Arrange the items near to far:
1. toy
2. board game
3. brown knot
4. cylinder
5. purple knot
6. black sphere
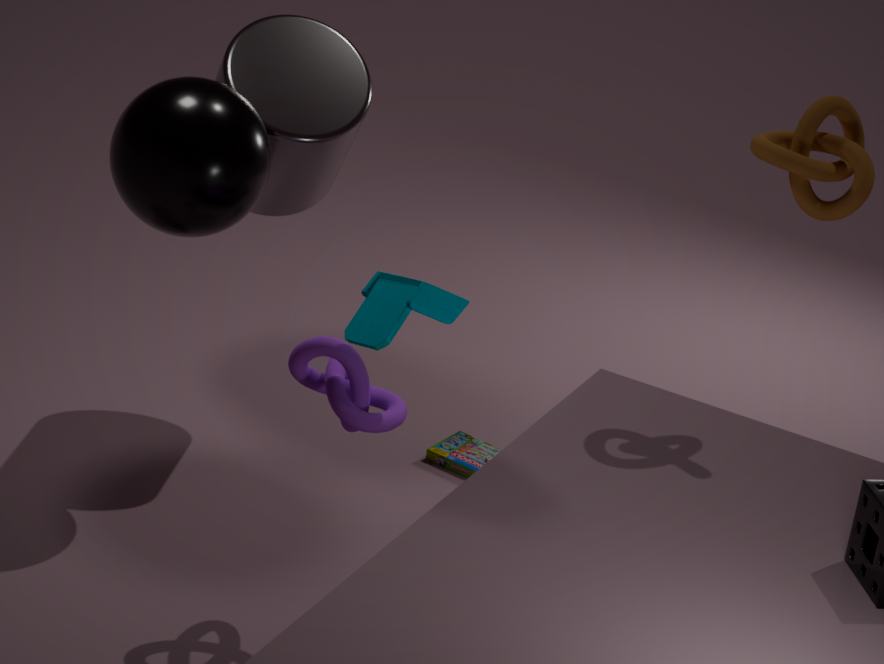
1. toy
2. purple knot
3. brown knot
4. black sphere
5. cylinder
6. board game
